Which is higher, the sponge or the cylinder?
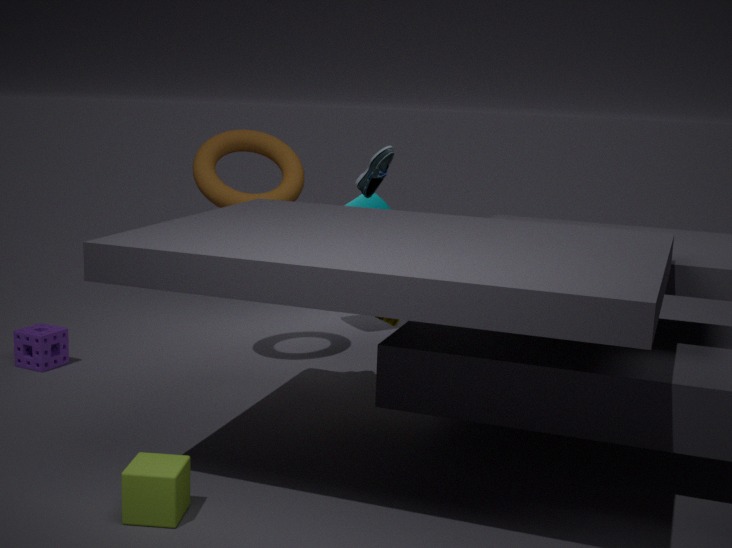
the cylinder
